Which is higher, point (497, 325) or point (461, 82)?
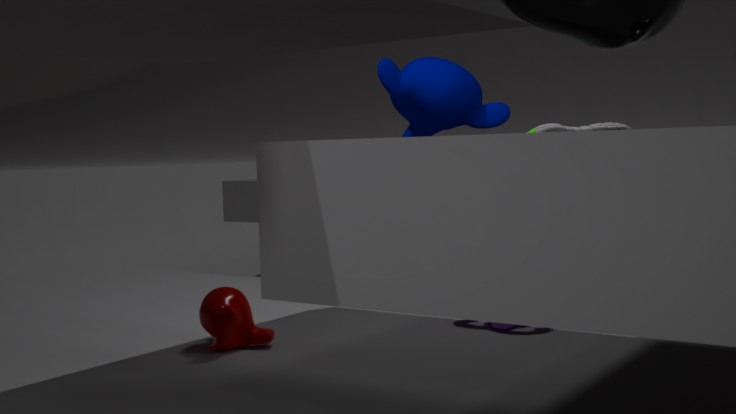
point (461, 82)
